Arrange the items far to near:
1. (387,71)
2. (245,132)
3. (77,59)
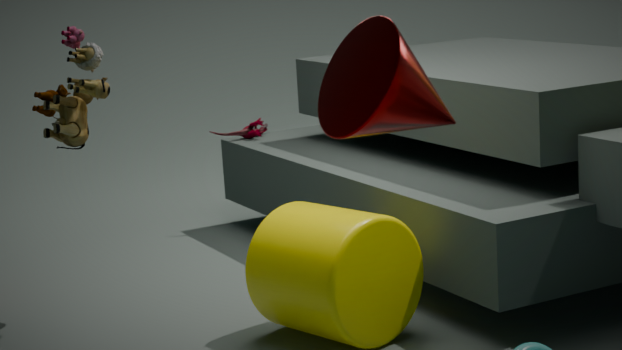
(245,132), (77,59), (387,71)
